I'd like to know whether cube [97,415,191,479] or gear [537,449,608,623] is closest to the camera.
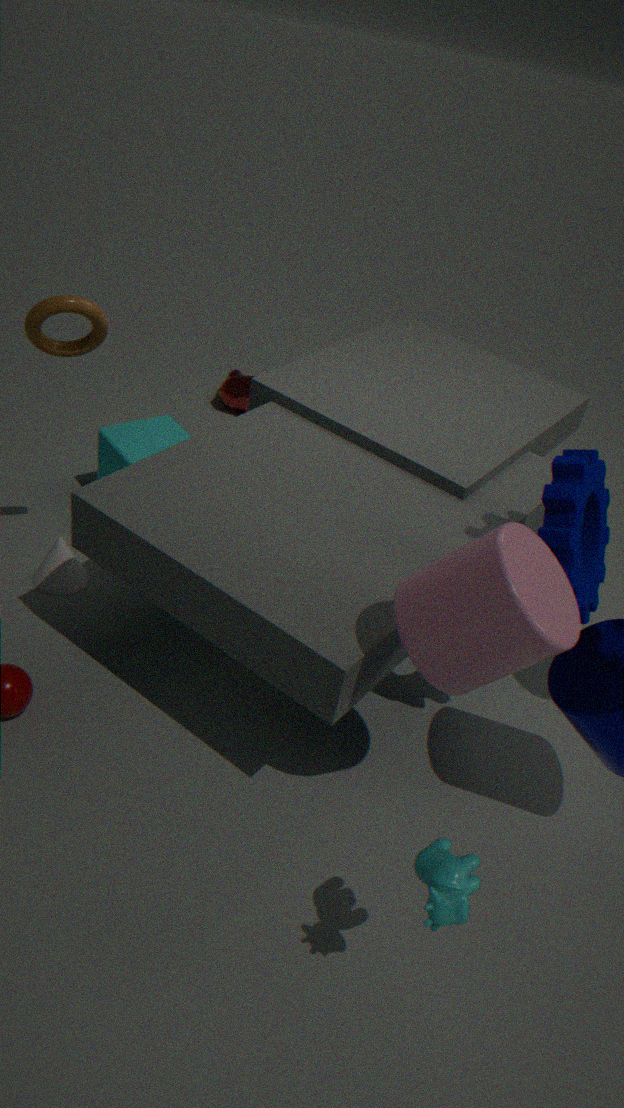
gear [537,449,608,623]
